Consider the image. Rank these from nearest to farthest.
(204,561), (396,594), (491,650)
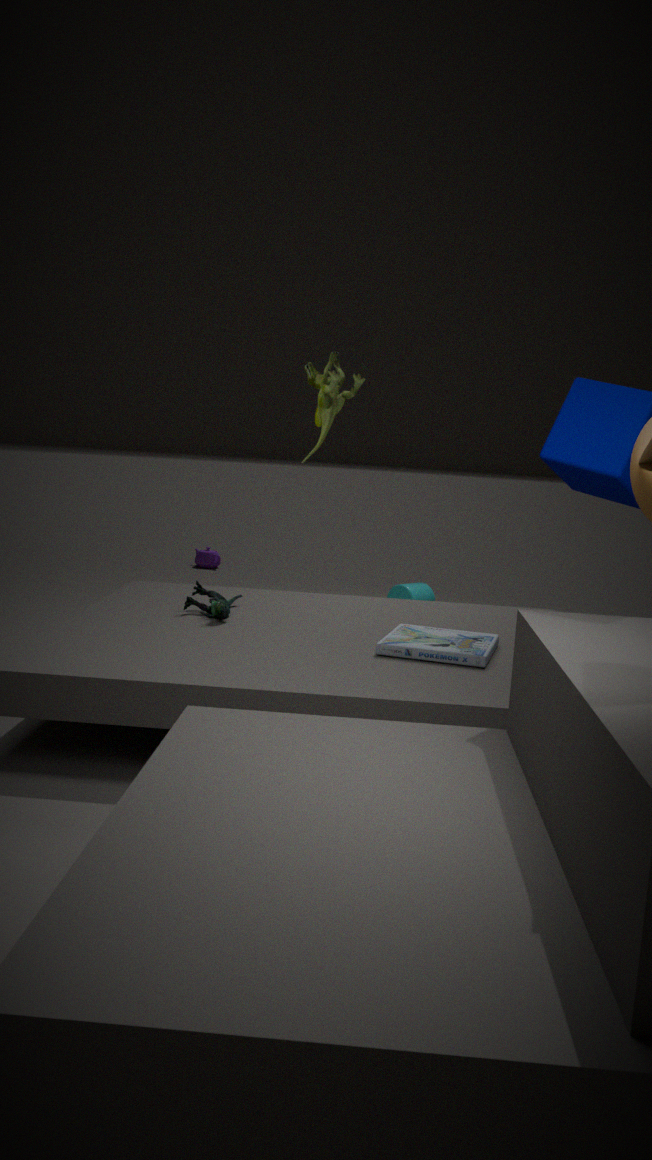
(491,650) → (396,594) → (204,561)
